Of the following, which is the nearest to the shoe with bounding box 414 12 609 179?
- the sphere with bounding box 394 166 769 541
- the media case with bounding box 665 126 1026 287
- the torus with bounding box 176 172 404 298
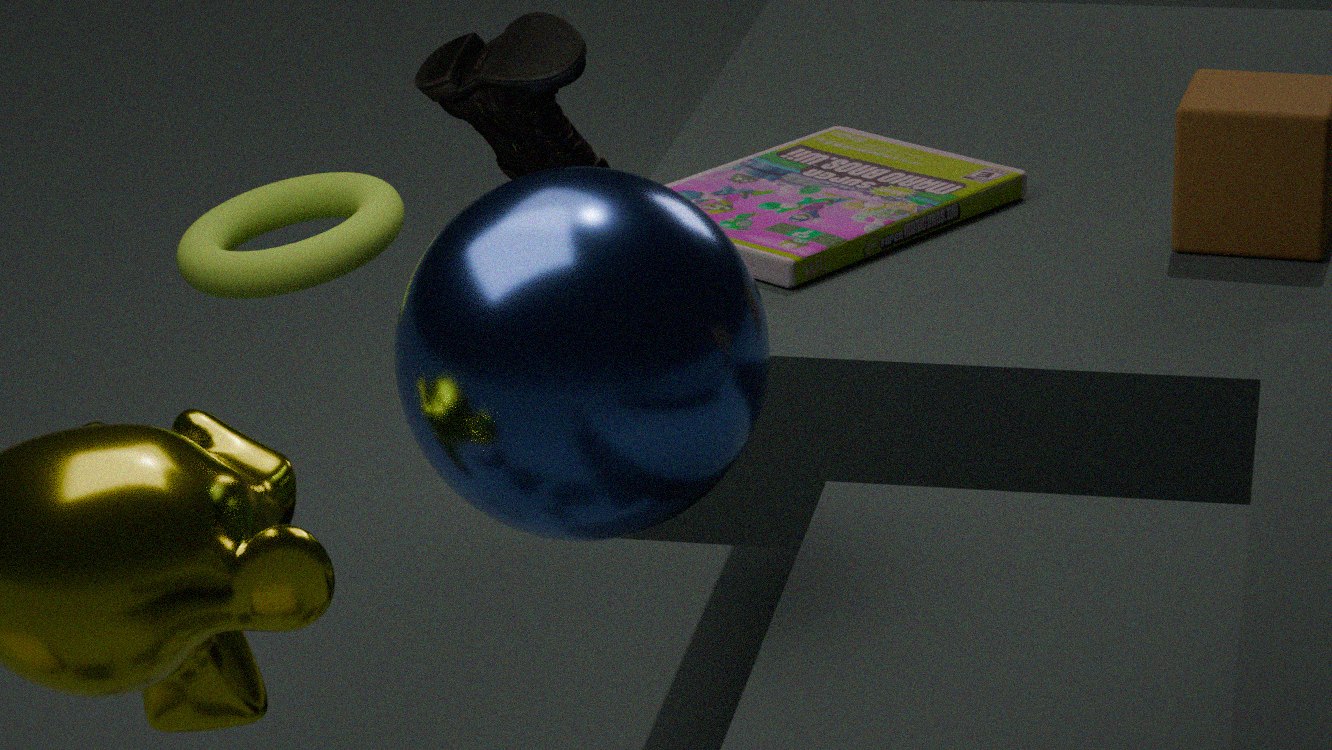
the sphere with bounding box 394 166 769 541
